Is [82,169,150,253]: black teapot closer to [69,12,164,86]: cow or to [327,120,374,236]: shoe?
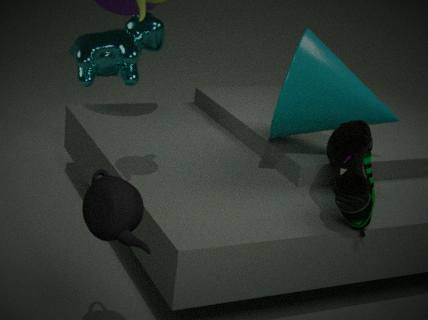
[327,120,374,236]: shoe
